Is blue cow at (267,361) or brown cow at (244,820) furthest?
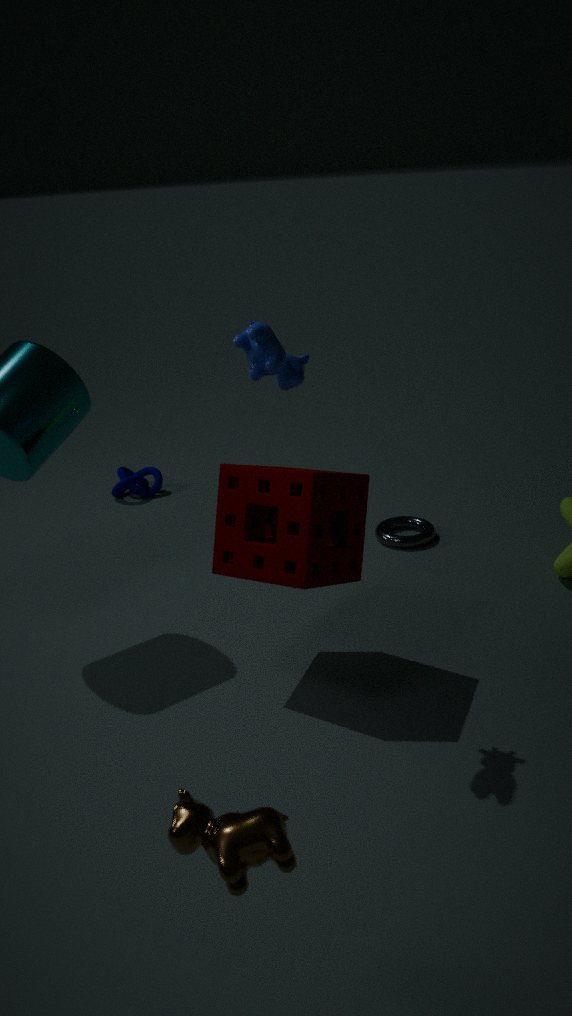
blue cow at (267,361)
